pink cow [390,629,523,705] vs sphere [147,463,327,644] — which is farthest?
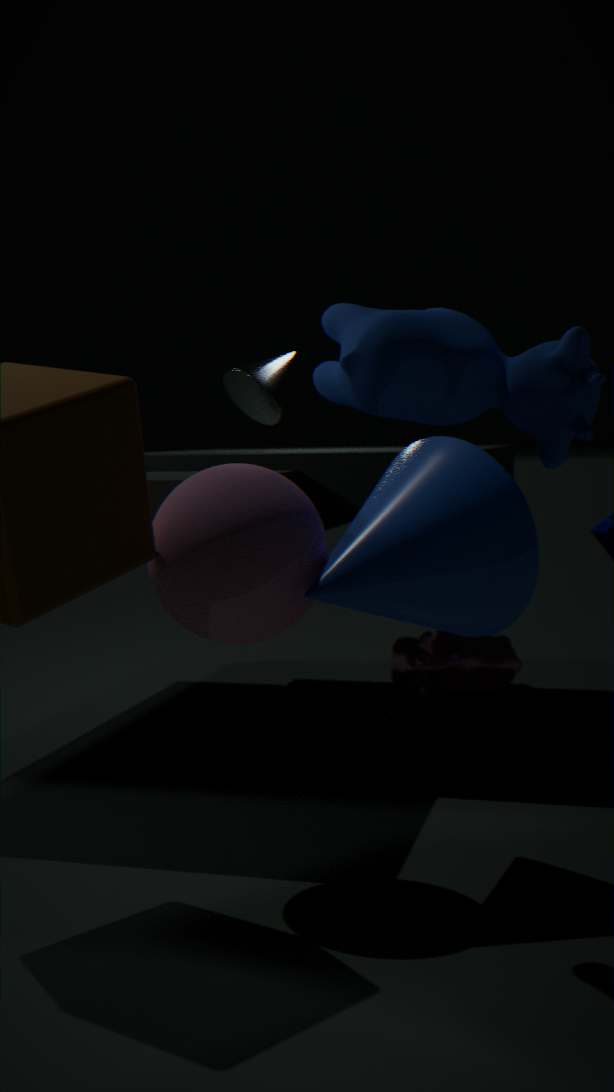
pink cow [390,629,523,705]
